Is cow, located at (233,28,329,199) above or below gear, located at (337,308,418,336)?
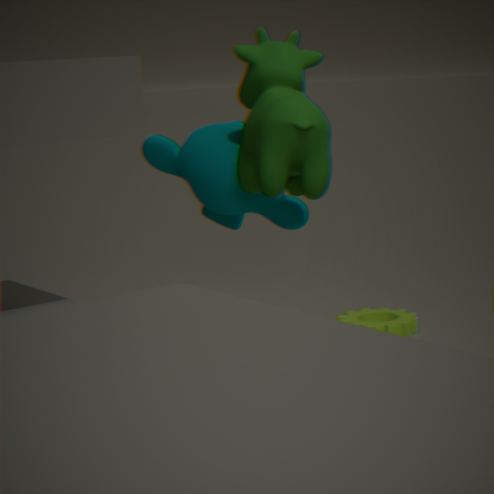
above
